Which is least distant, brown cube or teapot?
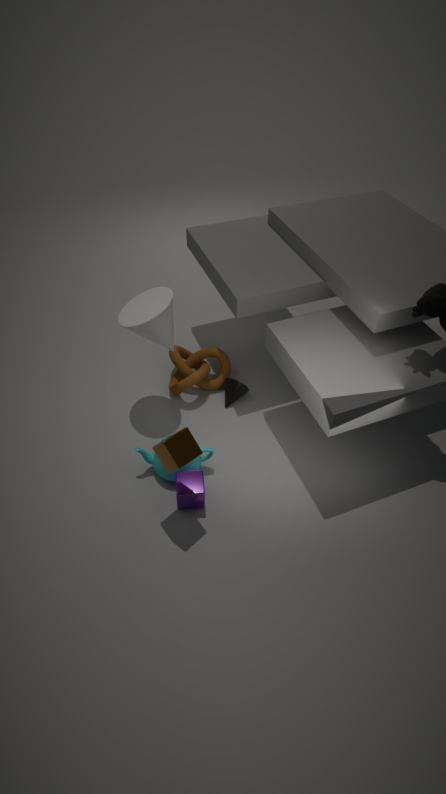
brown cube
